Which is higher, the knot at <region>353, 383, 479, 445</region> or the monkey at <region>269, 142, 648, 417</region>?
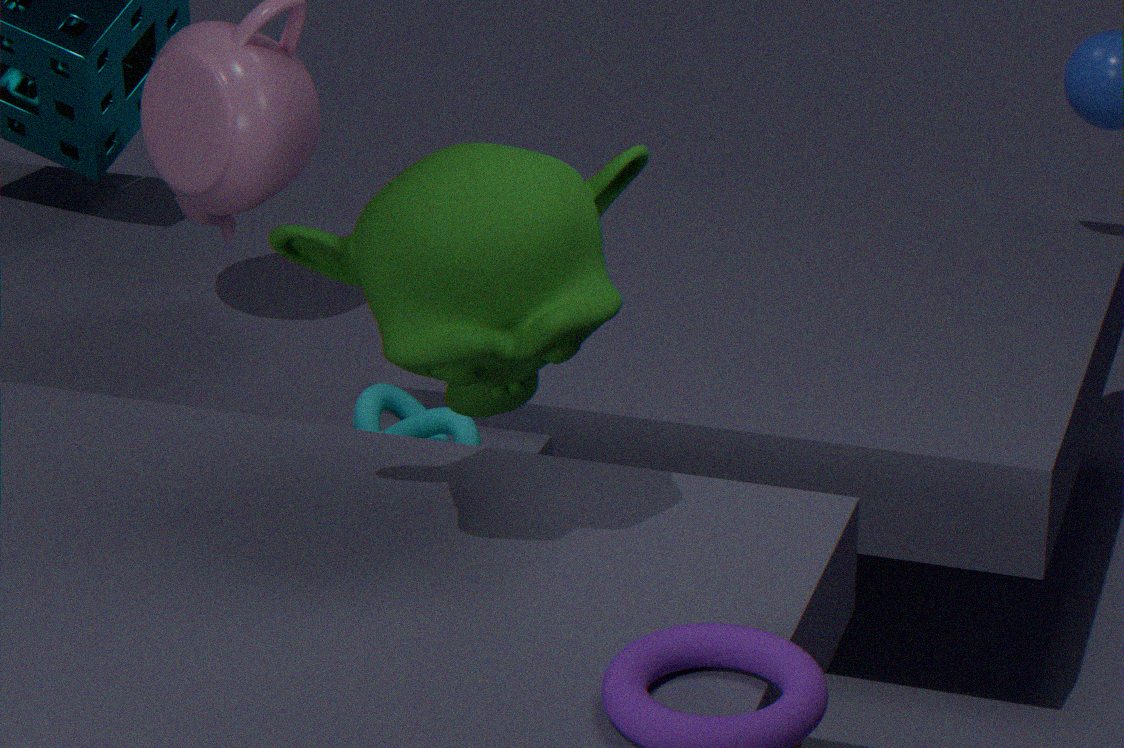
the monkey at <region>269, 142, 648, 417</region>
